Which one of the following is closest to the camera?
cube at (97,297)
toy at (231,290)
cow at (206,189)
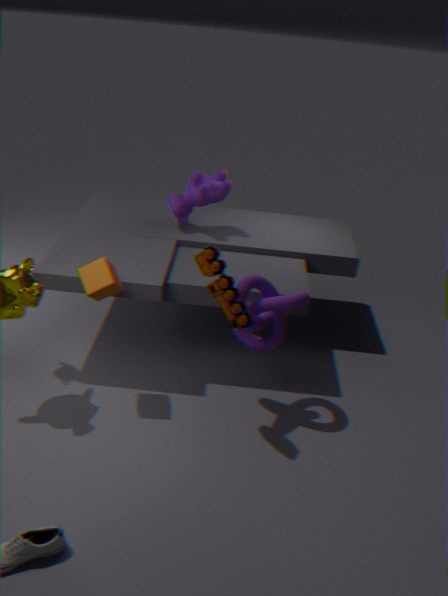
toy at (231,290)
